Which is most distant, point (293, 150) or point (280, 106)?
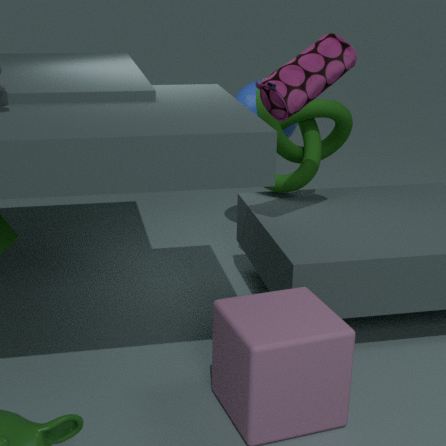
point (293, 150)
